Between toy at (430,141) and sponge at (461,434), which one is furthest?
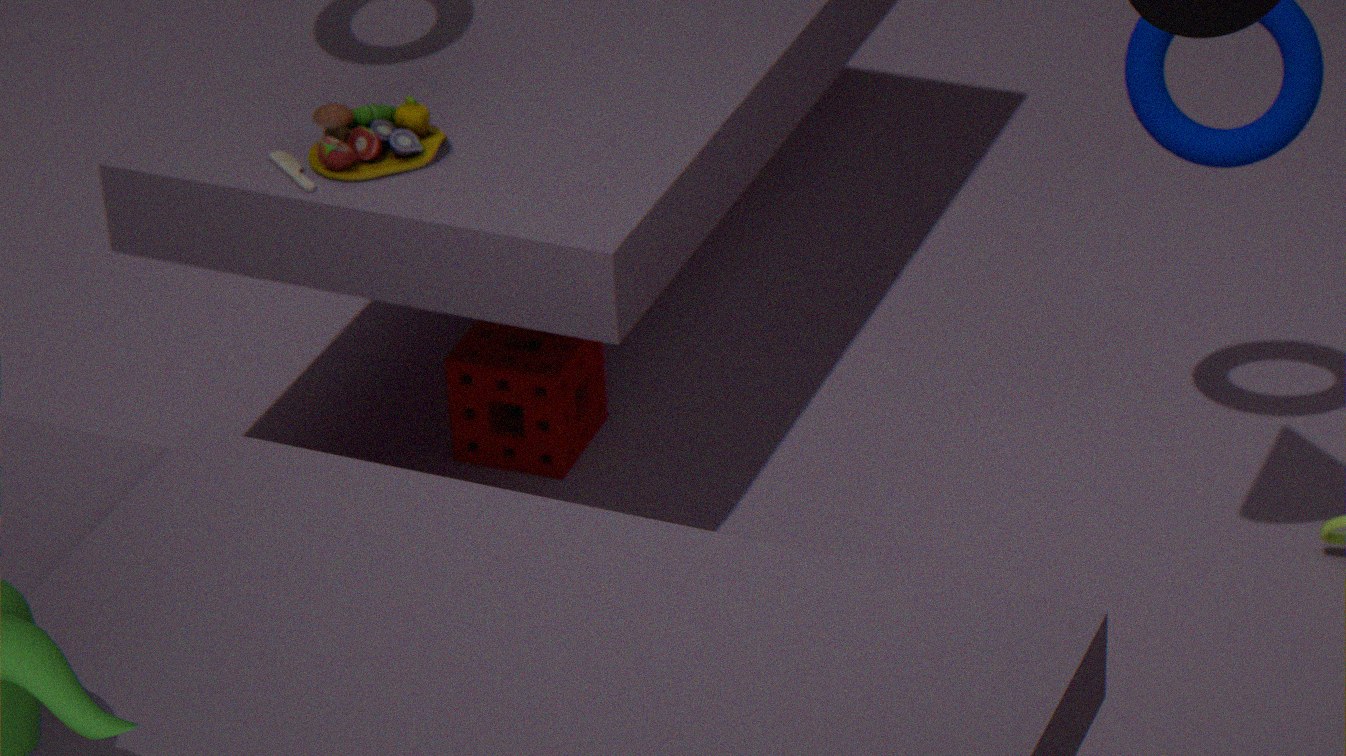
sponge at (461,434)
